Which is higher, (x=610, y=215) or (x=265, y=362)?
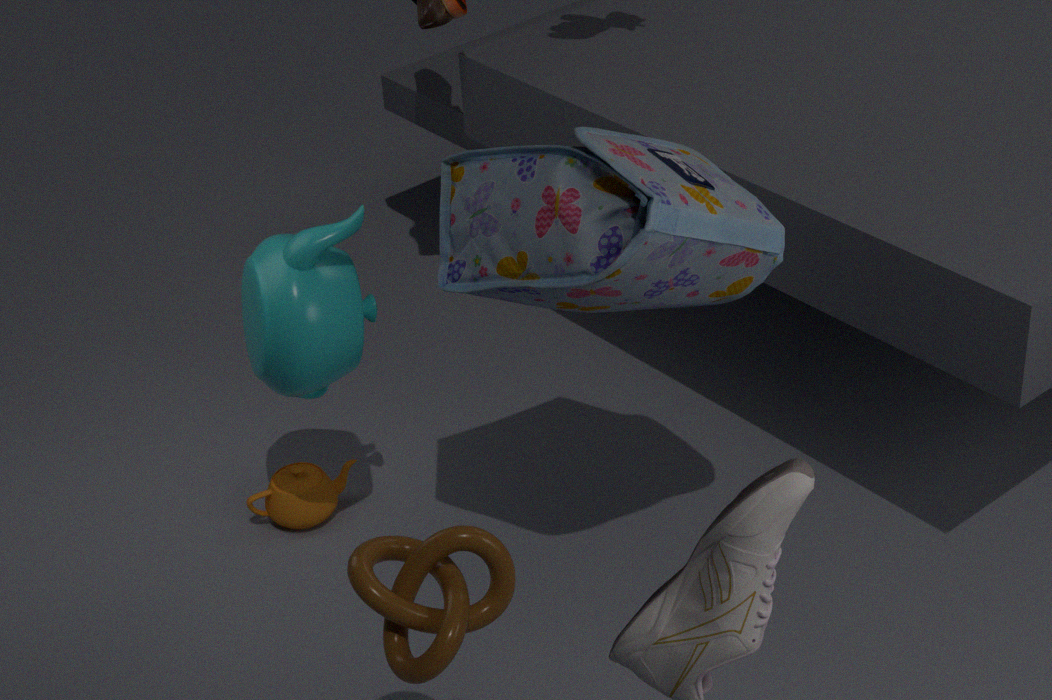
(x=610, y=215)
